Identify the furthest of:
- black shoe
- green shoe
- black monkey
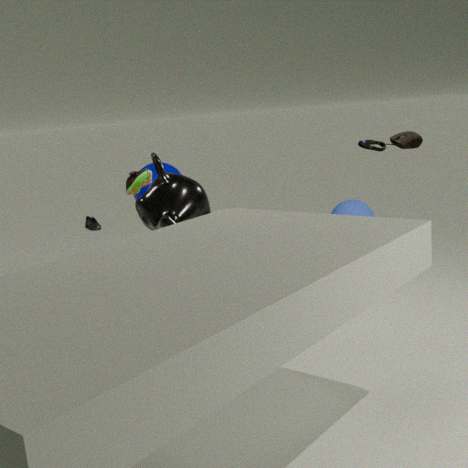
black shoe
